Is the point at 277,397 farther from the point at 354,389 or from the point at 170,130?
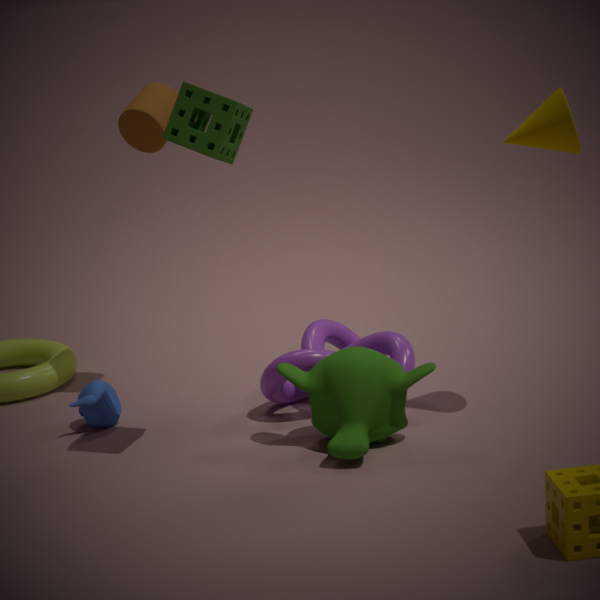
the point at 170,130
